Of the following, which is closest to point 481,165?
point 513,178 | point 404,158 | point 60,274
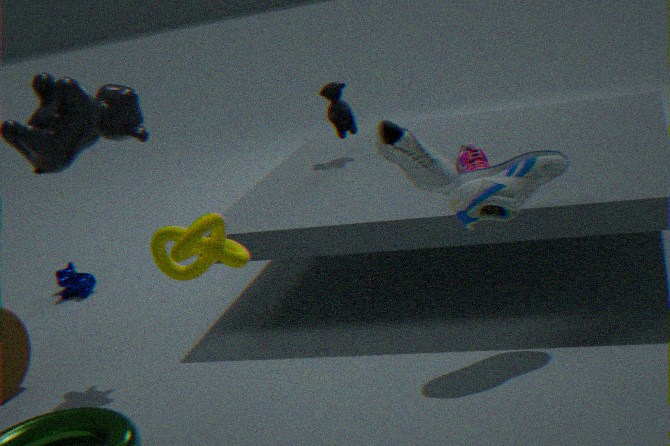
point 513,178
